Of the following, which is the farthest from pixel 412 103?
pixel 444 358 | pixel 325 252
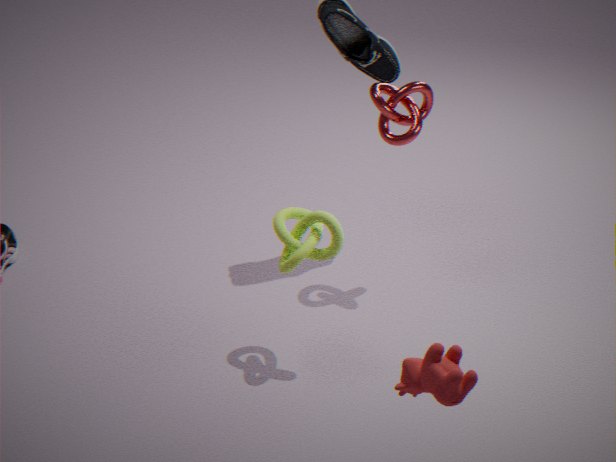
pixel 444 358
